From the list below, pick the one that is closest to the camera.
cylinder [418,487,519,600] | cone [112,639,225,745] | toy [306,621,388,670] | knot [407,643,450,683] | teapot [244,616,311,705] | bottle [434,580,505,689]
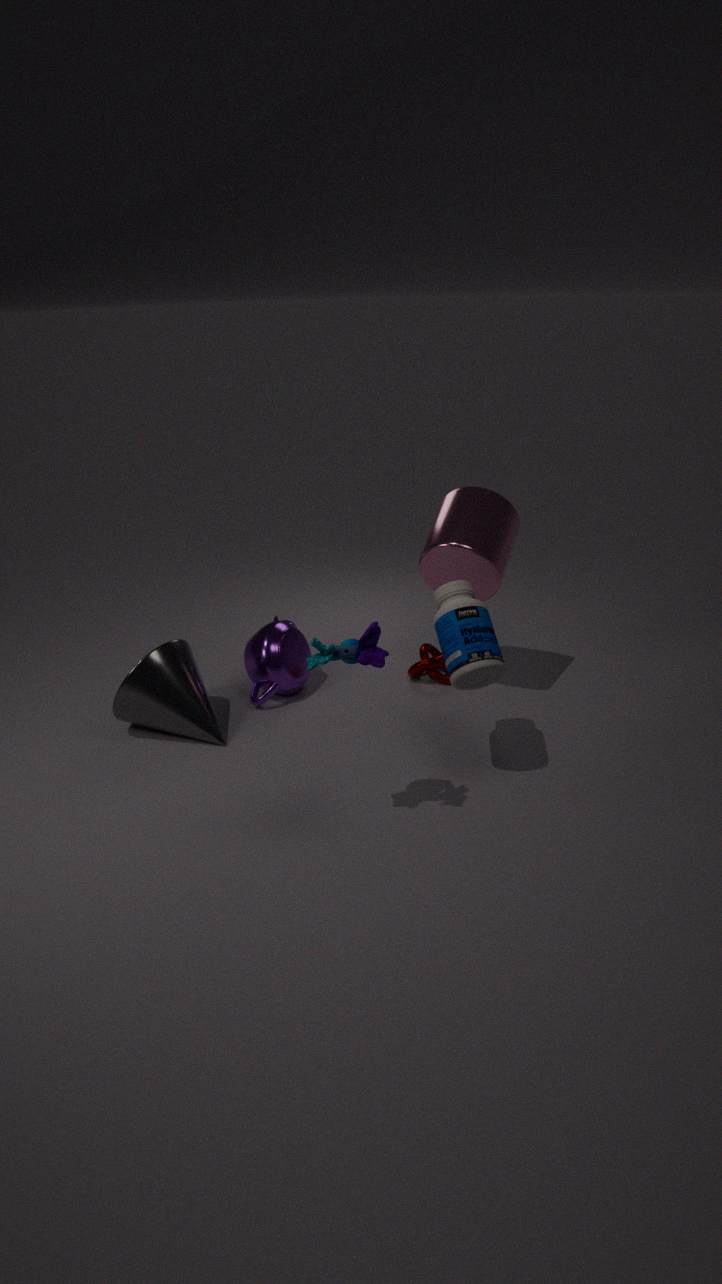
toy [306,621,388,670]
